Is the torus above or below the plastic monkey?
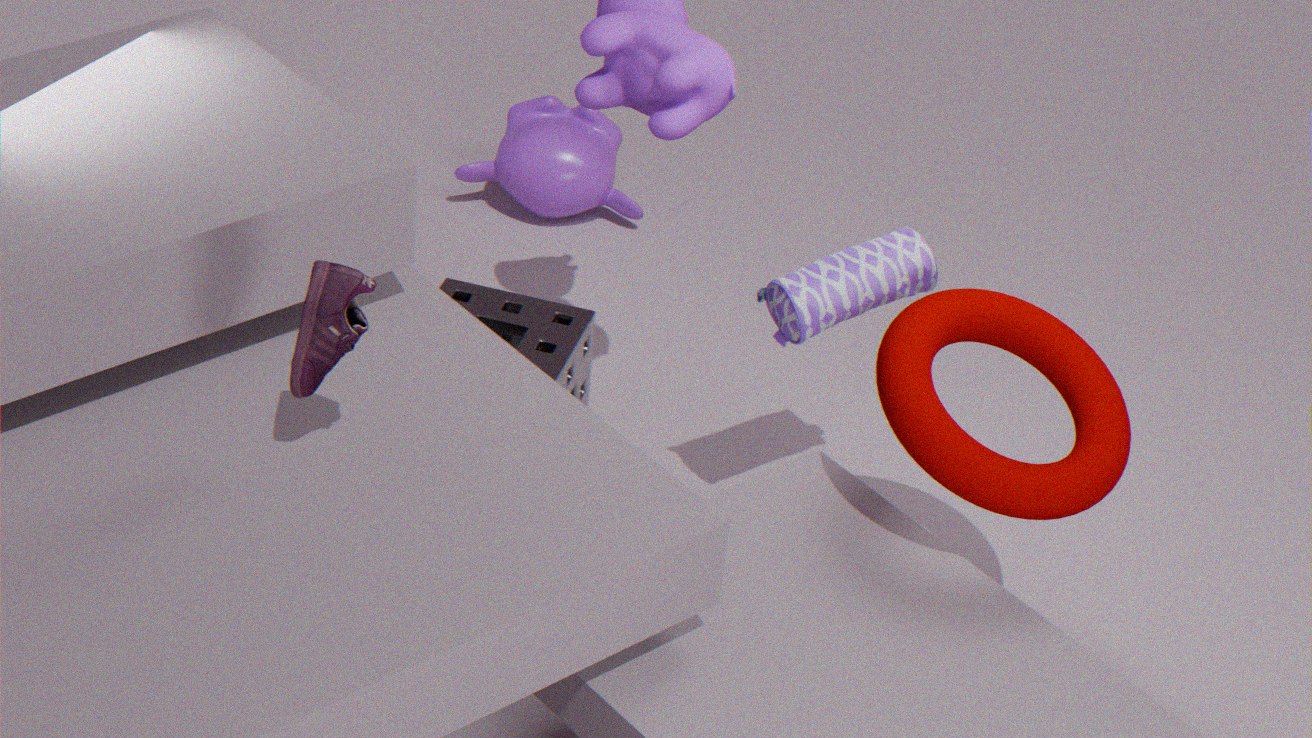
above
